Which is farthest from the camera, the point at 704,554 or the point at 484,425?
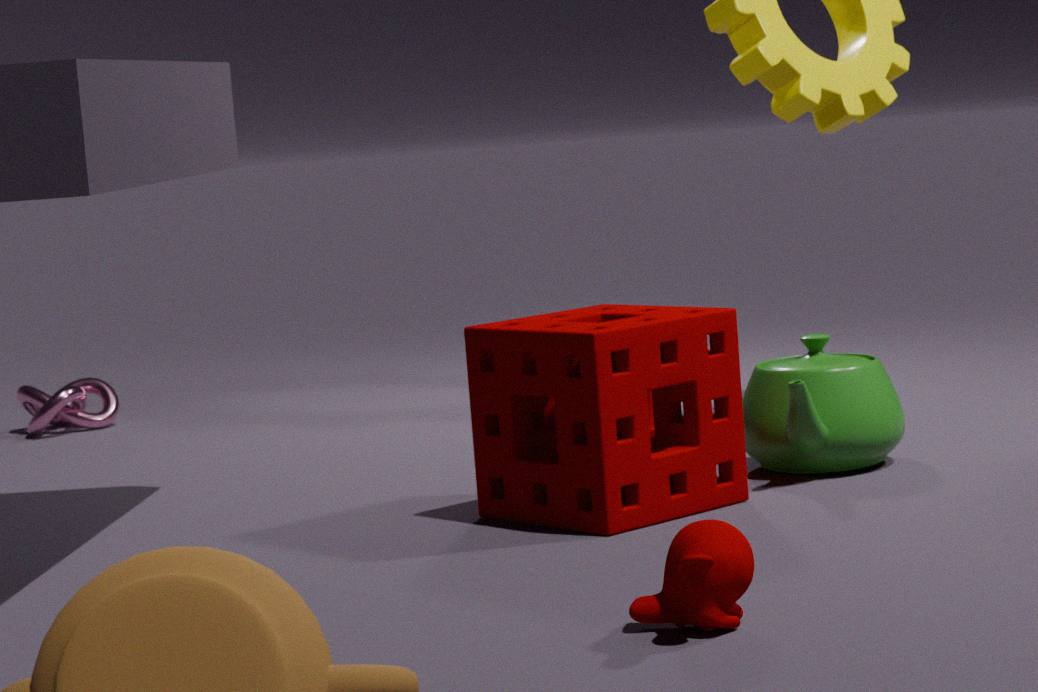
the point at 484,425
